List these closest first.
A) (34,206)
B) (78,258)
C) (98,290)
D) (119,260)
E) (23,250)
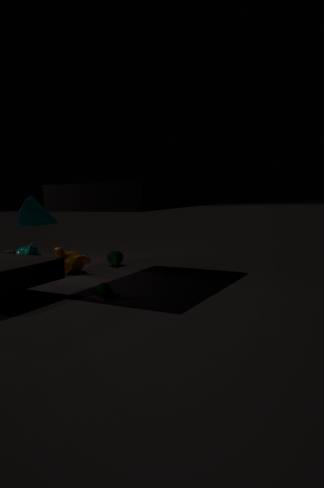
(98,290) → (78,258) → (34,206) → (119,260) → (23,250)
